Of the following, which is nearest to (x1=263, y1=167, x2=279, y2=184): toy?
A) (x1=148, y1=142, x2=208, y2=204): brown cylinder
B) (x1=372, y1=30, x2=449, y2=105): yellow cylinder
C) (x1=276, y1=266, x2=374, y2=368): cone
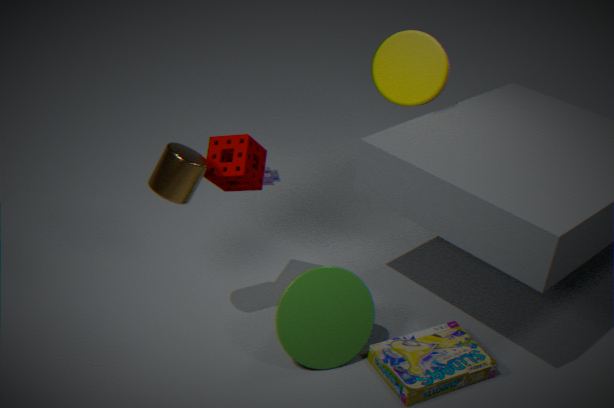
(x1=372, y1=30, x2=449, y2=105): yellow cylinder
